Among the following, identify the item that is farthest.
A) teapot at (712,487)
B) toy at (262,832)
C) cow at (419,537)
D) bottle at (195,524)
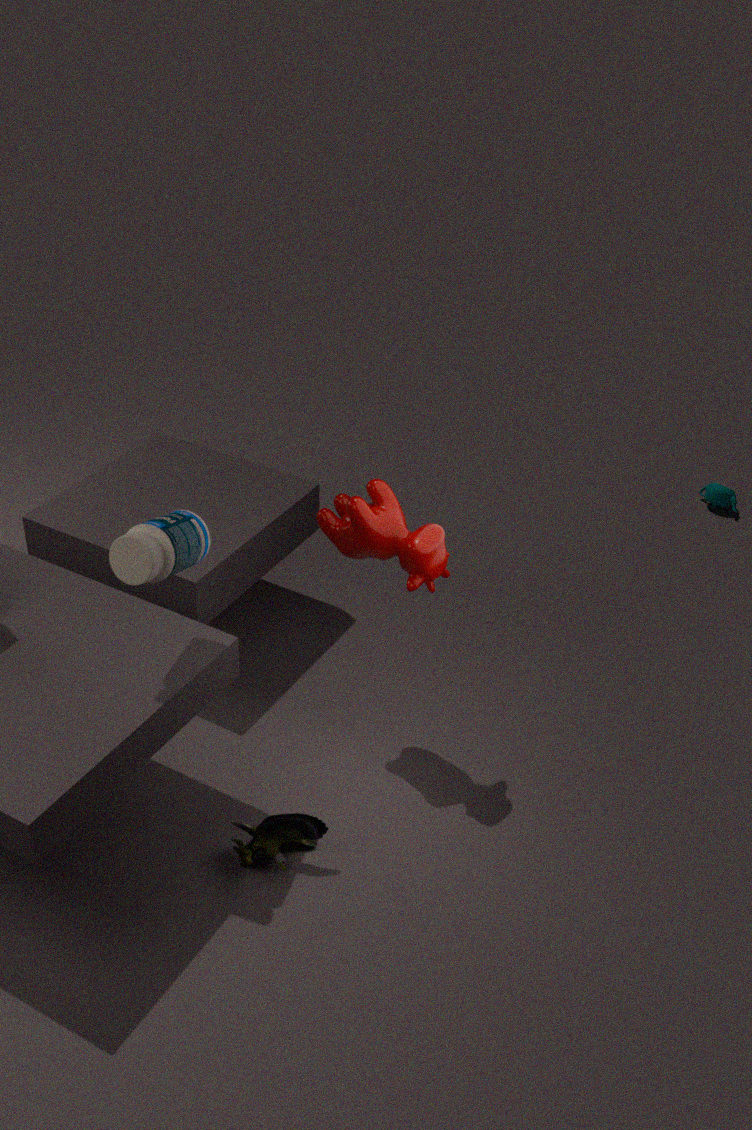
A. teapot at (712,487)
